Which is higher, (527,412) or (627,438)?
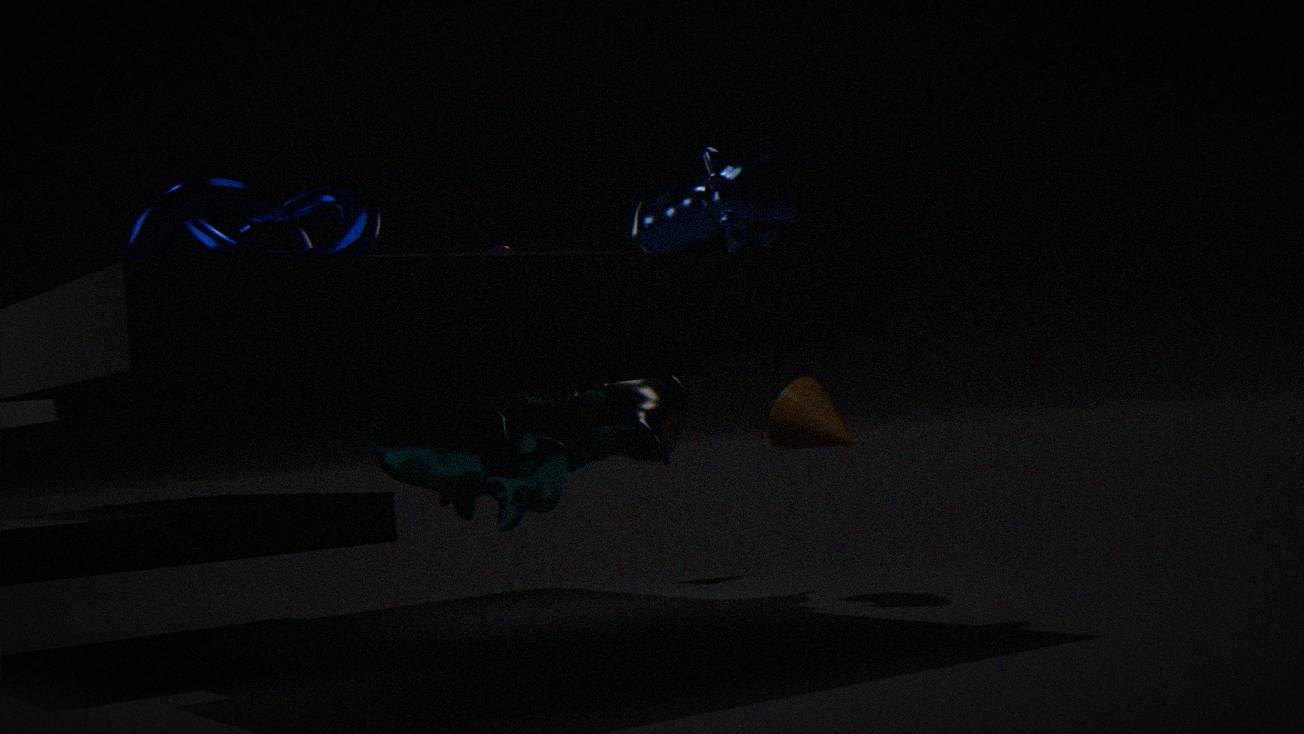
(627,438)
